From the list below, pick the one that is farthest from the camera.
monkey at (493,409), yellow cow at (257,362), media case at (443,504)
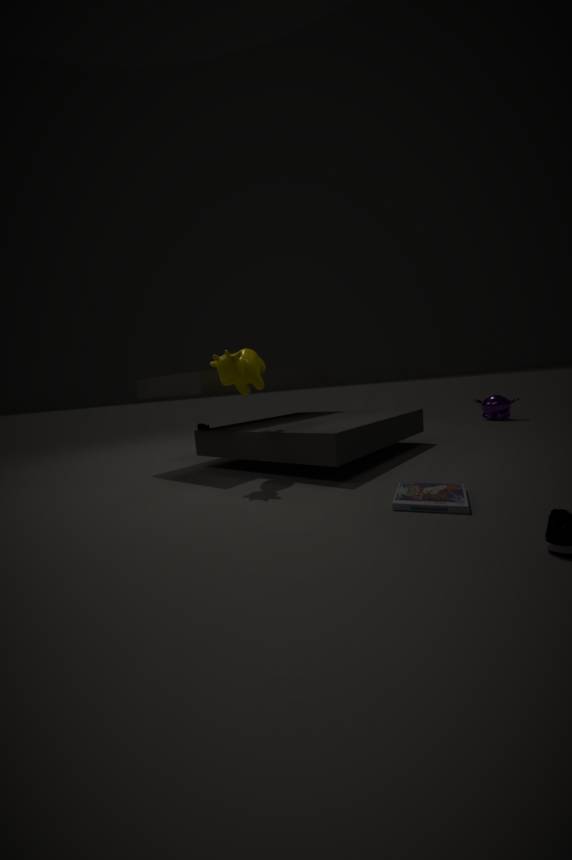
monkey at (493,409)
